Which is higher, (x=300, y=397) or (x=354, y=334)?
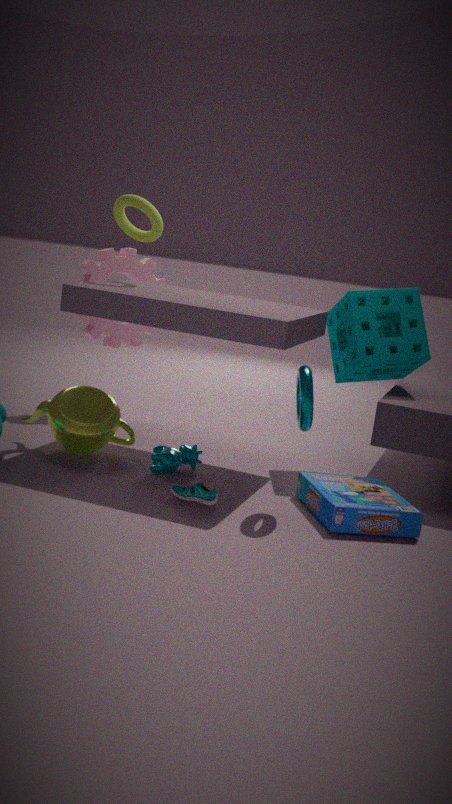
(x=354, y=334)
